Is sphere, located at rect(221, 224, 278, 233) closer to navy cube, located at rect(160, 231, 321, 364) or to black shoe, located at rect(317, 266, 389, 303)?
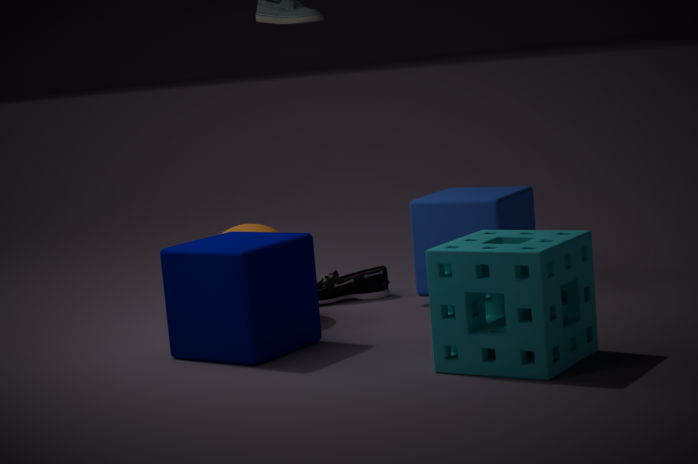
navy cube, located at rect(160, 231, 321, 364)
